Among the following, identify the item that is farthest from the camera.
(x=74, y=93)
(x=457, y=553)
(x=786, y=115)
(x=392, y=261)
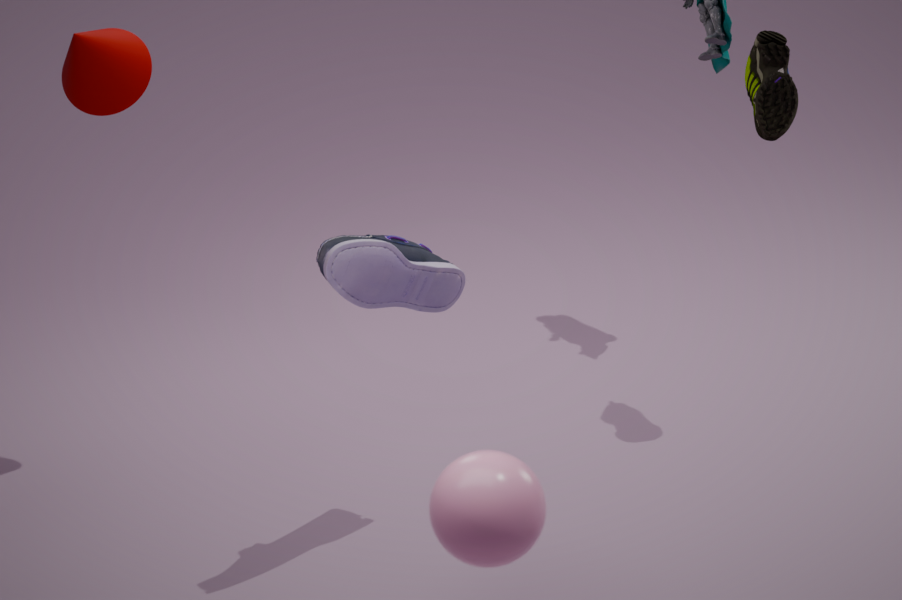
(x=74, y=93)
